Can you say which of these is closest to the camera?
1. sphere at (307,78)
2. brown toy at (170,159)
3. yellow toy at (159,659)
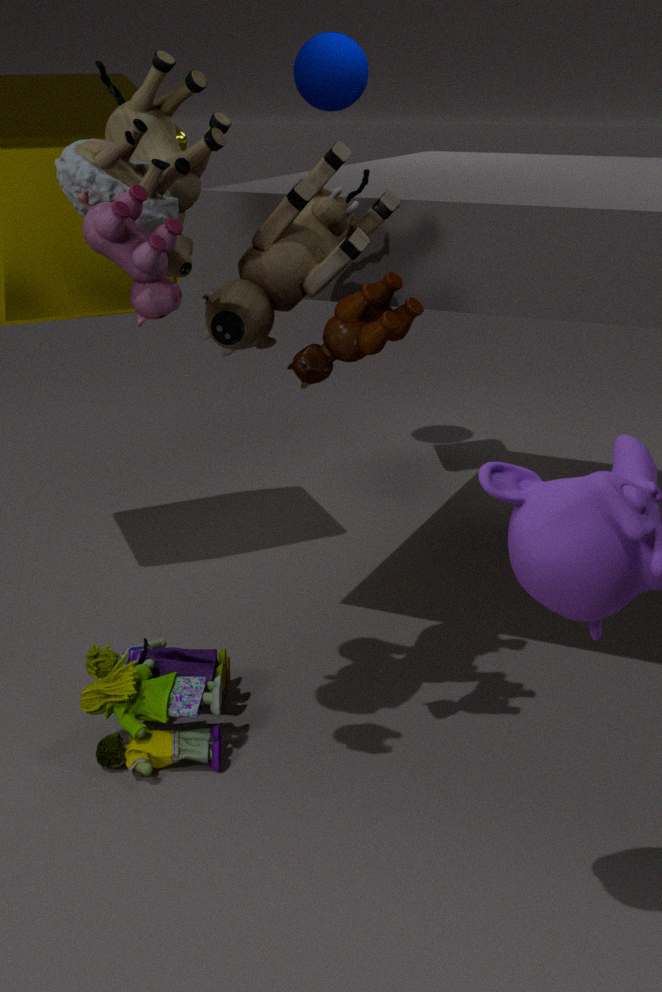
brown toy at (170,159)
